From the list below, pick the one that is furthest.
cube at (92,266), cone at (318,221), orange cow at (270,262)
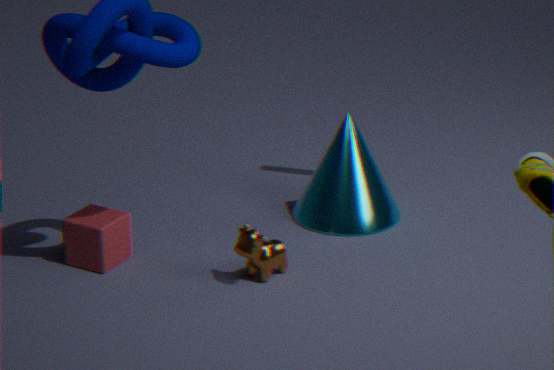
cone at (318,221)
